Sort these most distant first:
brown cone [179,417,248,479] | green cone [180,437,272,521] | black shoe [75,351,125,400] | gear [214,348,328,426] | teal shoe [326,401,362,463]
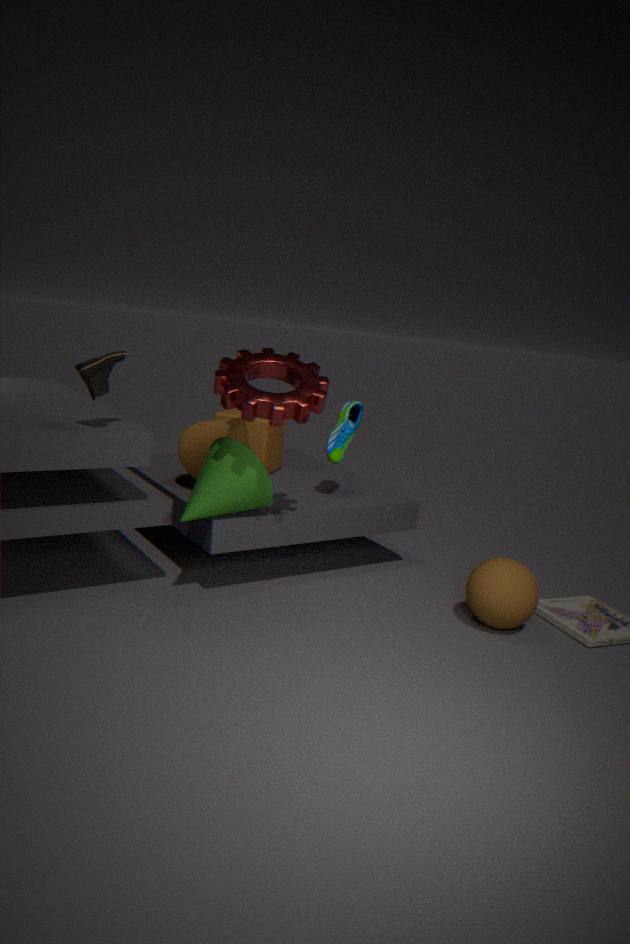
teal shoe [326,401,362,463]
brown cone [179,417,248,479]
green cone [180,437,272,521]
gear [214,348,328,426]
black shoe [75,351,125,400]
